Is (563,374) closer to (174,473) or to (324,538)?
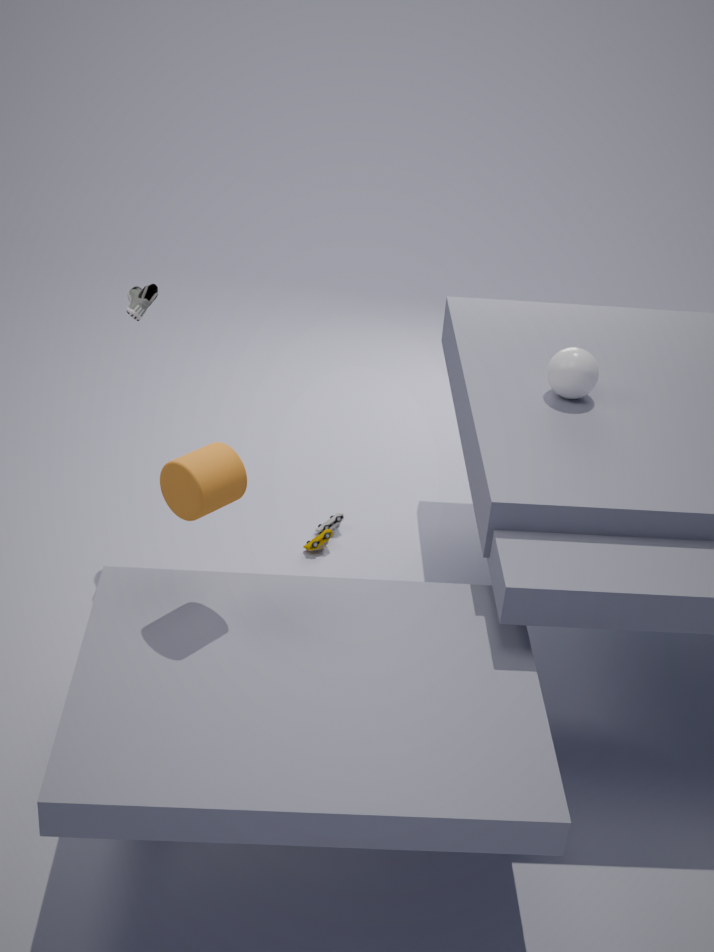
(324,538)
